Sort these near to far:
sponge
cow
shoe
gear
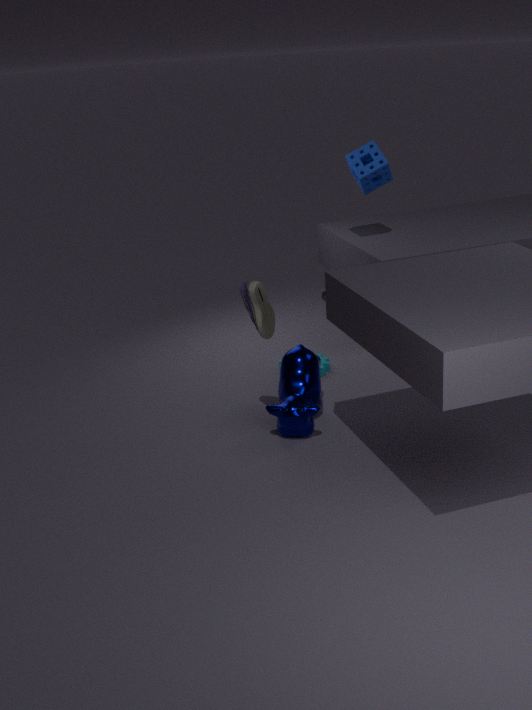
shoe
cow
gear
sponge
